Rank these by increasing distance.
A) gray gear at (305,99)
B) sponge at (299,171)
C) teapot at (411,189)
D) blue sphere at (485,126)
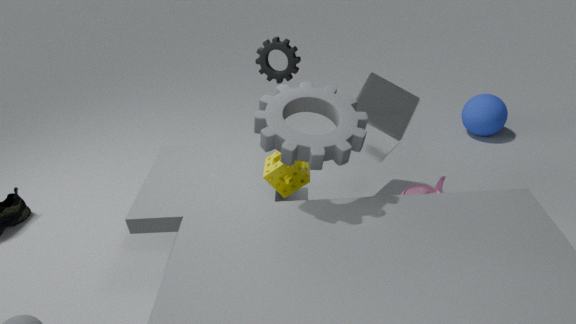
gray gear at (305,99) → sponge at (299,171) → teapot at (411,189) → blue sphere at (485,126)
